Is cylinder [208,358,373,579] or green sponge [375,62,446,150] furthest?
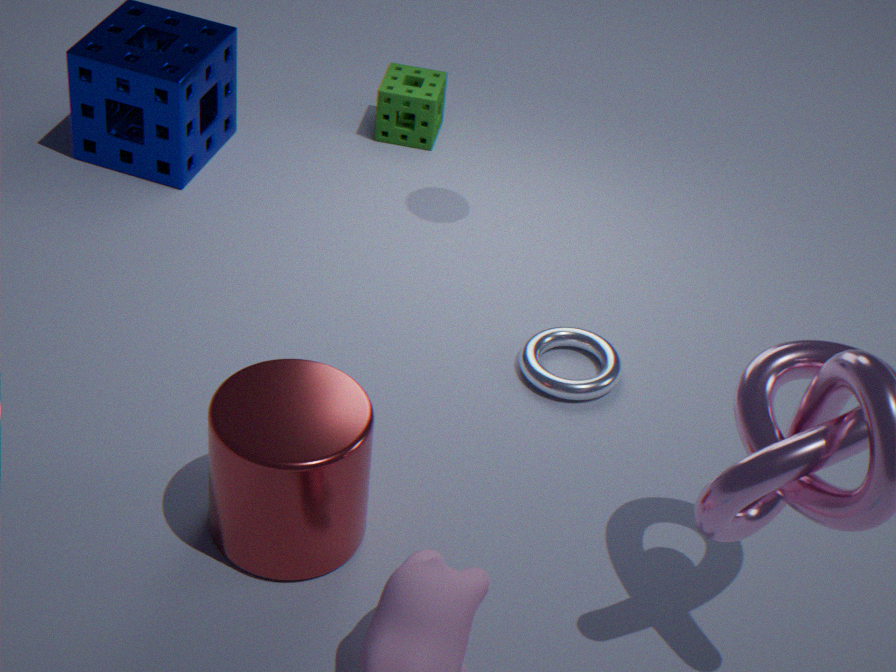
green sponge [375,62,446,150]
